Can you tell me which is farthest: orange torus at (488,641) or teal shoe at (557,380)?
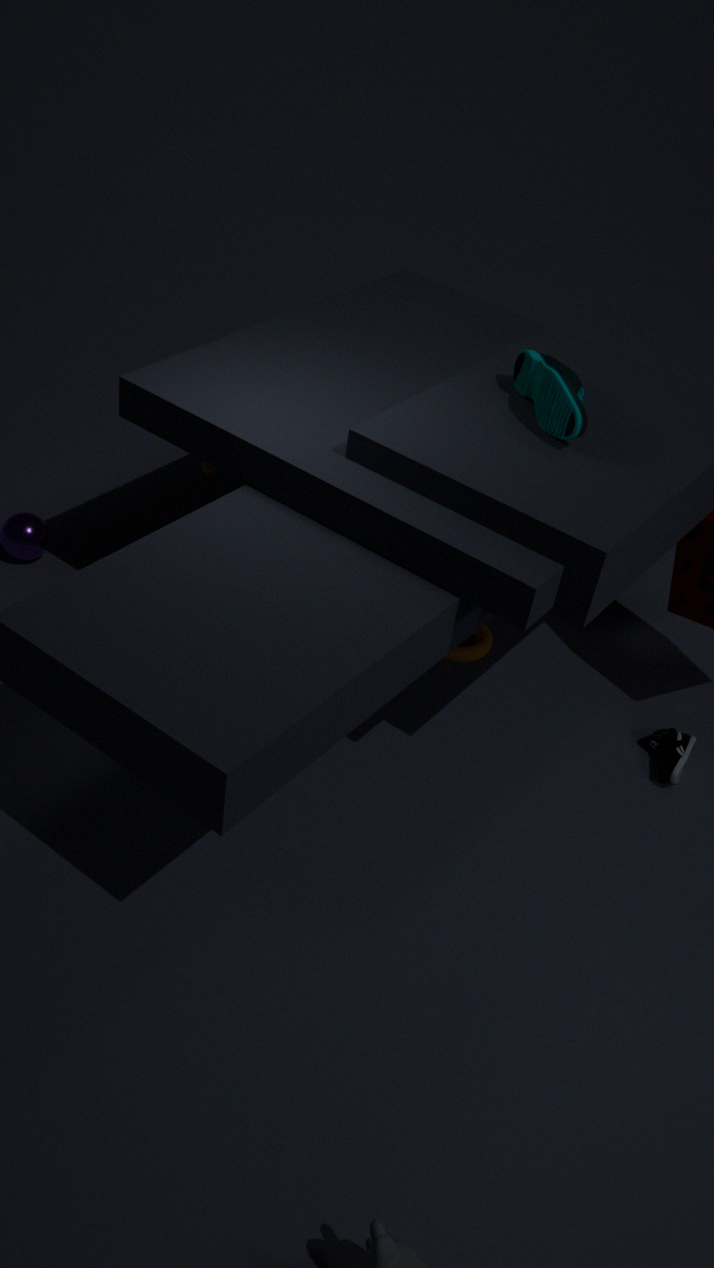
orange torus at (488,641)
